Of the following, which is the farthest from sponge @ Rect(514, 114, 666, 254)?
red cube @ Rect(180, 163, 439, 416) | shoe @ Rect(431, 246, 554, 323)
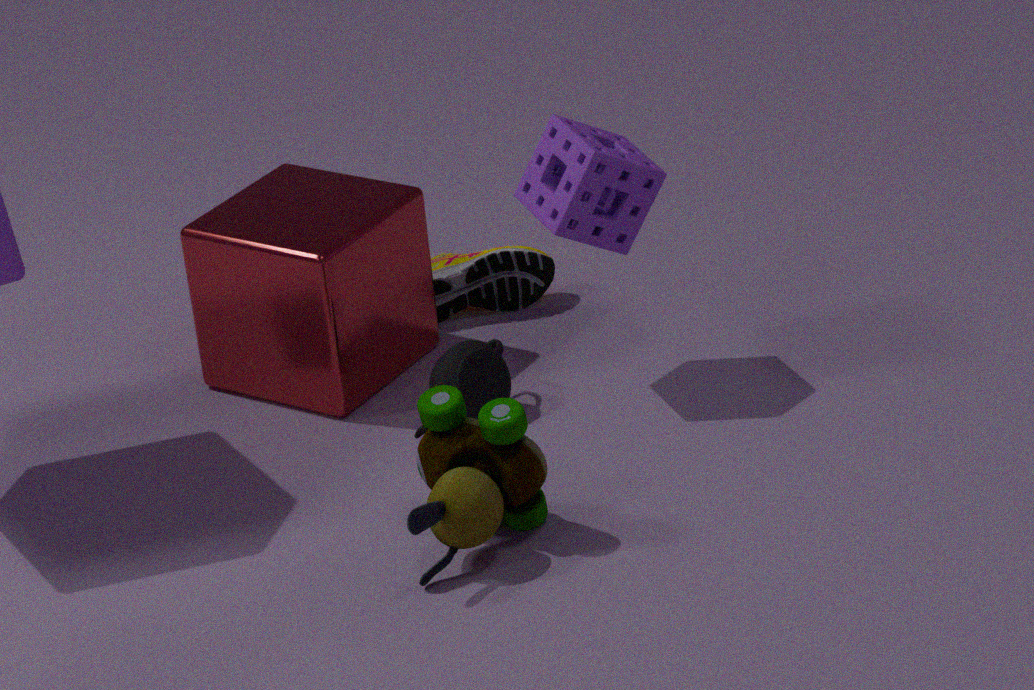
shoe @ Rect(431, 246, 554, 323)
